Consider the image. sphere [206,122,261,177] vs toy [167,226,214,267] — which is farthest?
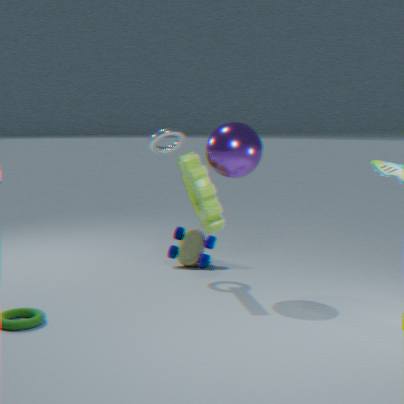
toy [167,226,214,267]
